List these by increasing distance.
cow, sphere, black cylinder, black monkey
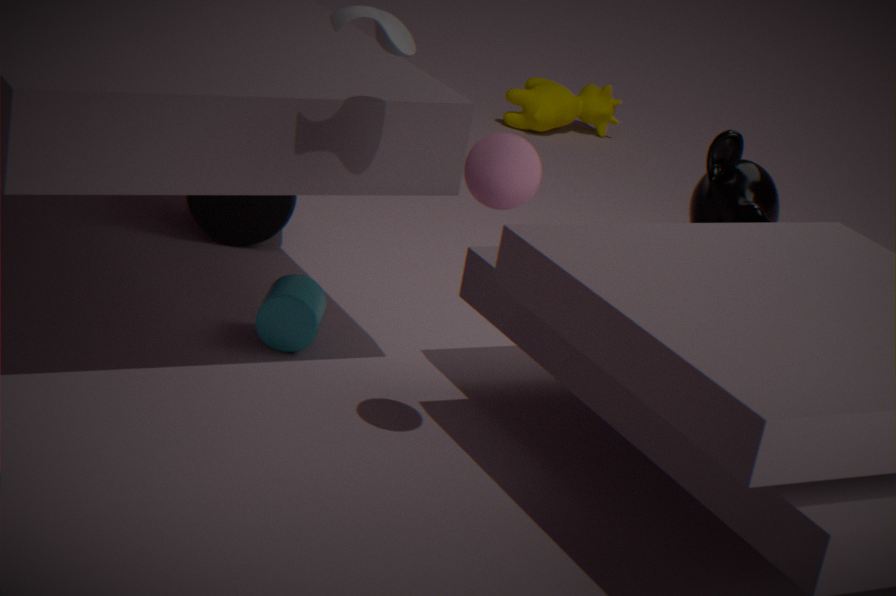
sphere < black monkey < black cylinder < cow
